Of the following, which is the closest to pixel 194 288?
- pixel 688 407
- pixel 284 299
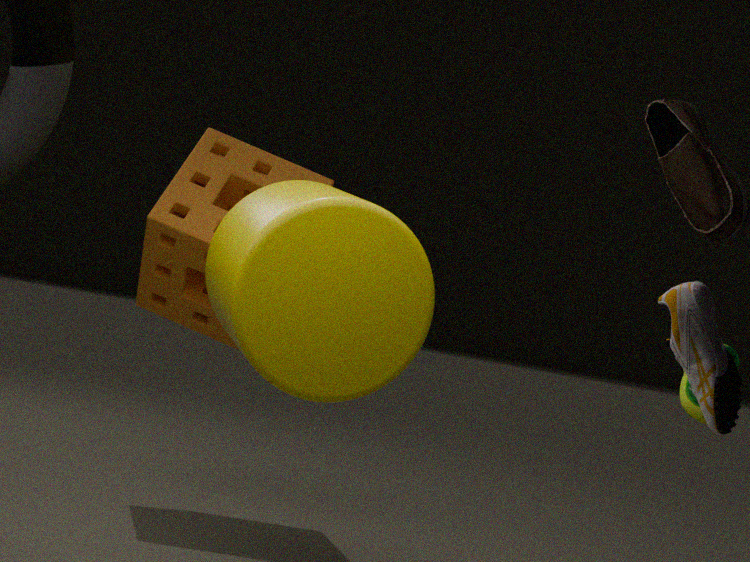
pixel 284 299
